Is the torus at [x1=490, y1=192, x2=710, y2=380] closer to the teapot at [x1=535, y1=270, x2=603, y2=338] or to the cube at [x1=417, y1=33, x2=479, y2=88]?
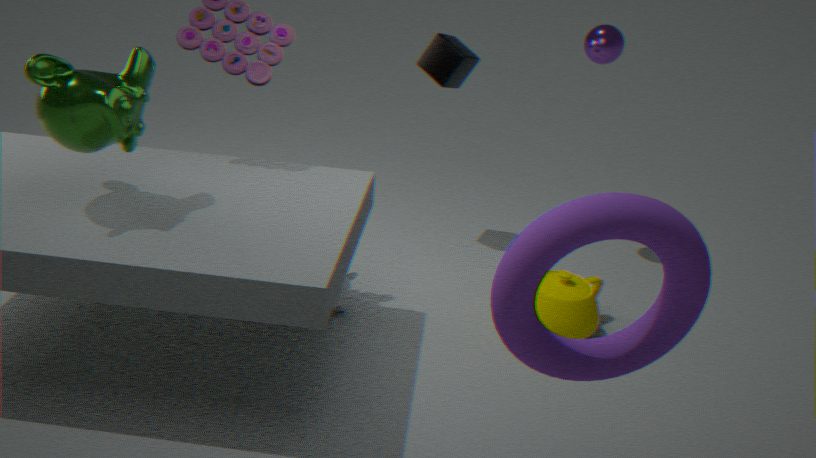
the teapot at [x1=535, y1=270, x2=603, y2=338]
